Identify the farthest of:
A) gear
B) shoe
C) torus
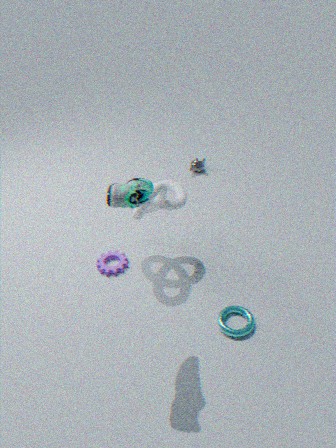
A. gear
